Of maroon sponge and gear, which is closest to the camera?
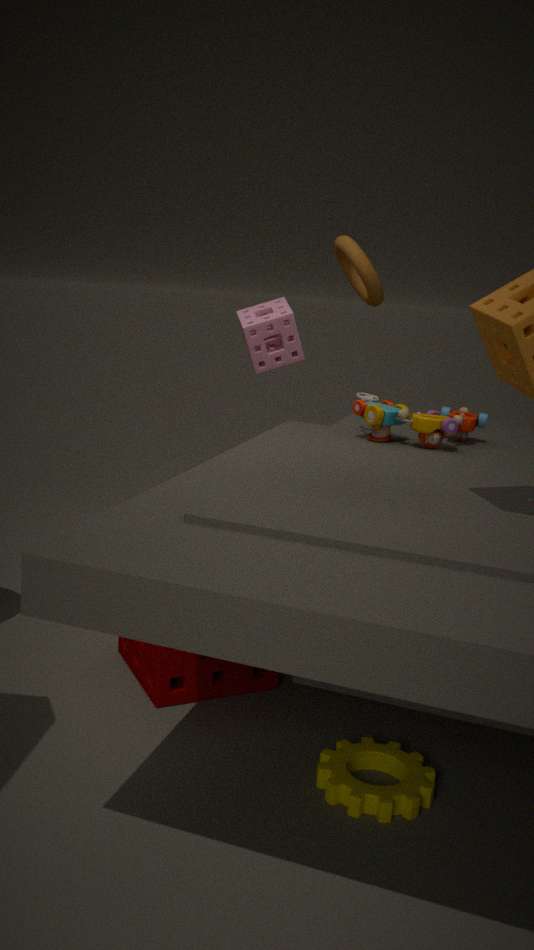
gear
